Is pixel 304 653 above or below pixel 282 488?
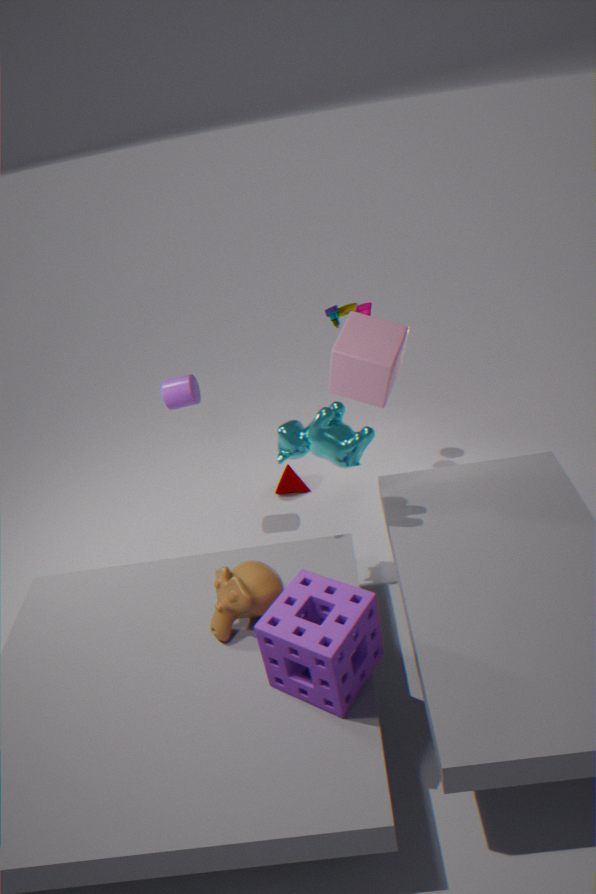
above
